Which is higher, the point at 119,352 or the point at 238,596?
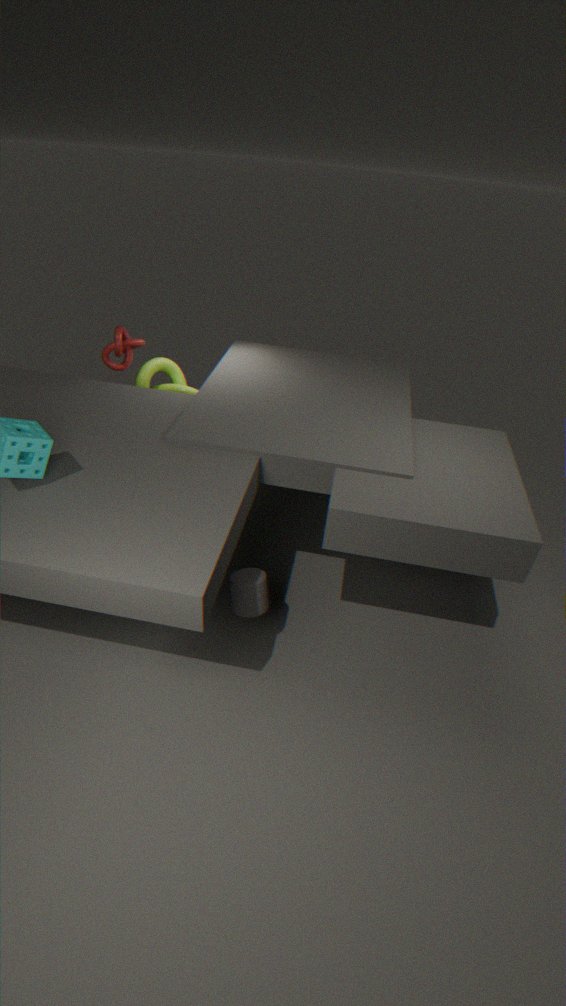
the point at 119,352
